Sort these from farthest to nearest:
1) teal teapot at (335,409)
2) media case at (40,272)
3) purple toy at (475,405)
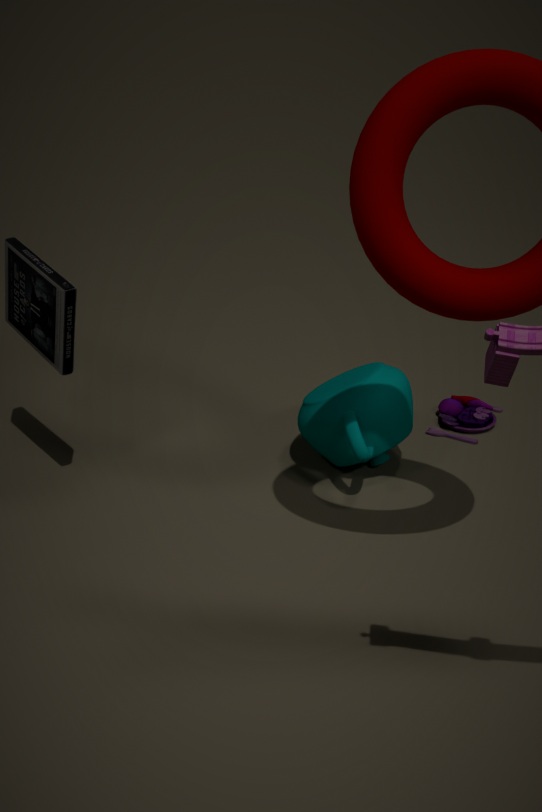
Answer: 3. purple toy at (475,405) → 1. teal teapot at (335,409) → 2. media case at (40,272)
